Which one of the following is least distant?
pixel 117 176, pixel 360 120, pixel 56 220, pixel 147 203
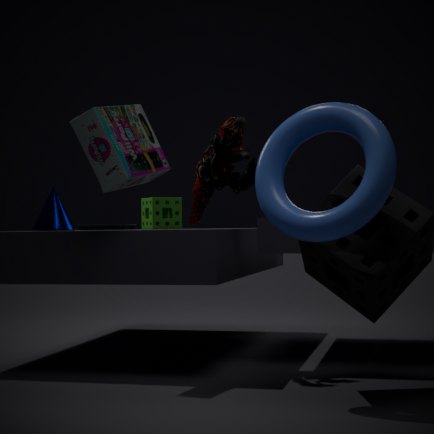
pixel 360 120
